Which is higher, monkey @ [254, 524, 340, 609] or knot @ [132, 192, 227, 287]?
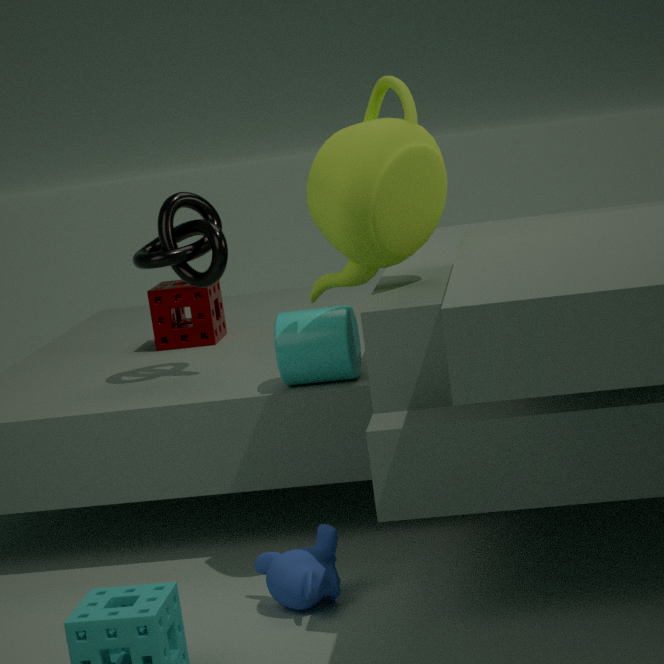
knot @ [132, 192, 227, 287]
